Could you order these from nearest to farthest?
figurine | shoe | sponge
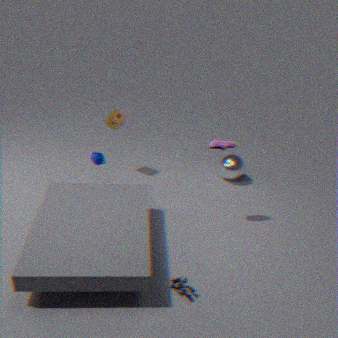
figurine < shoe < sponge
